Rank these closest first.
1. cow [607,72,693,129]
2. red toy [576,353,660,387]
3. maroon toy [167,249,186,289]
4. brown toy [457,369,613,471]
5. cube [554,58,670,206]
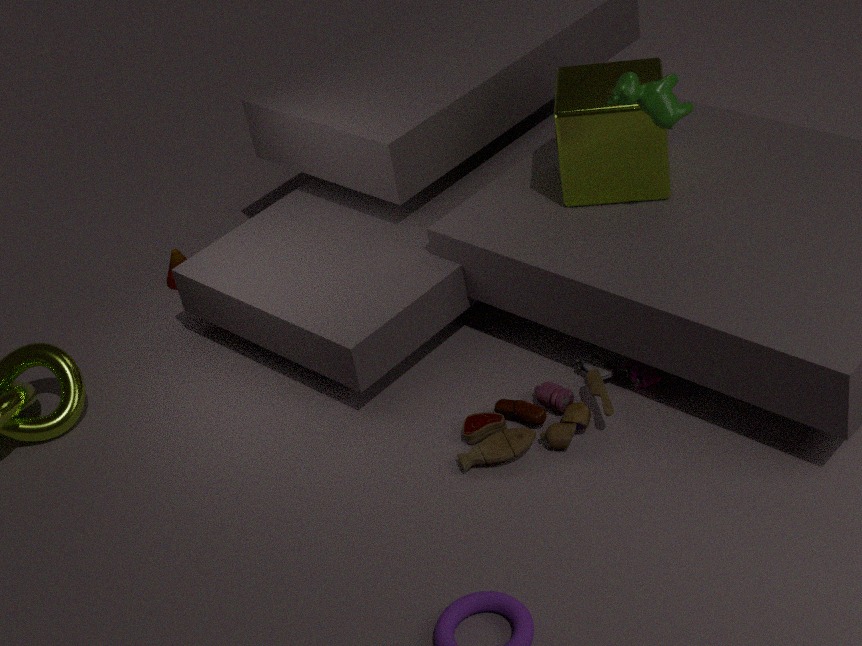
cow [607,72,693,129] → brown toy [457,369,613,471] → red toy [576,353,660,387] → cube [554,58,670,206] → maroon toy [167,249,186,289]
